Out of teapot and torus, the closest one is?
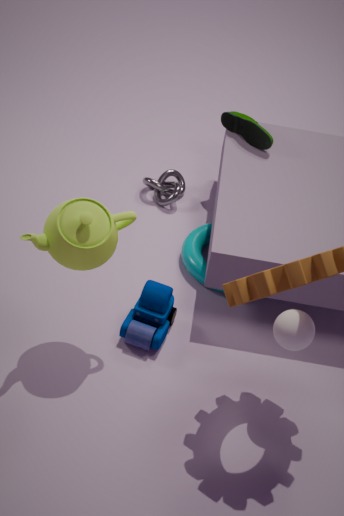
teapot
